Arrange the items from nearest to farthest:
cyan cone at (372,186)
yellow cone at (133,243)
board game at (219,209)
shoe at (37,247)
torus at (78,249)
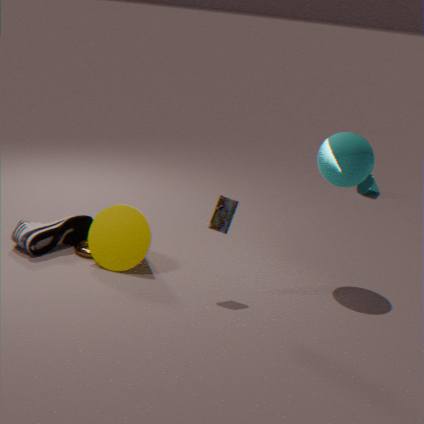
board game at (219,209), yellow cone at (133,243), shoe at (37,247), torus at (78,249), cyan cone at (372,186)
